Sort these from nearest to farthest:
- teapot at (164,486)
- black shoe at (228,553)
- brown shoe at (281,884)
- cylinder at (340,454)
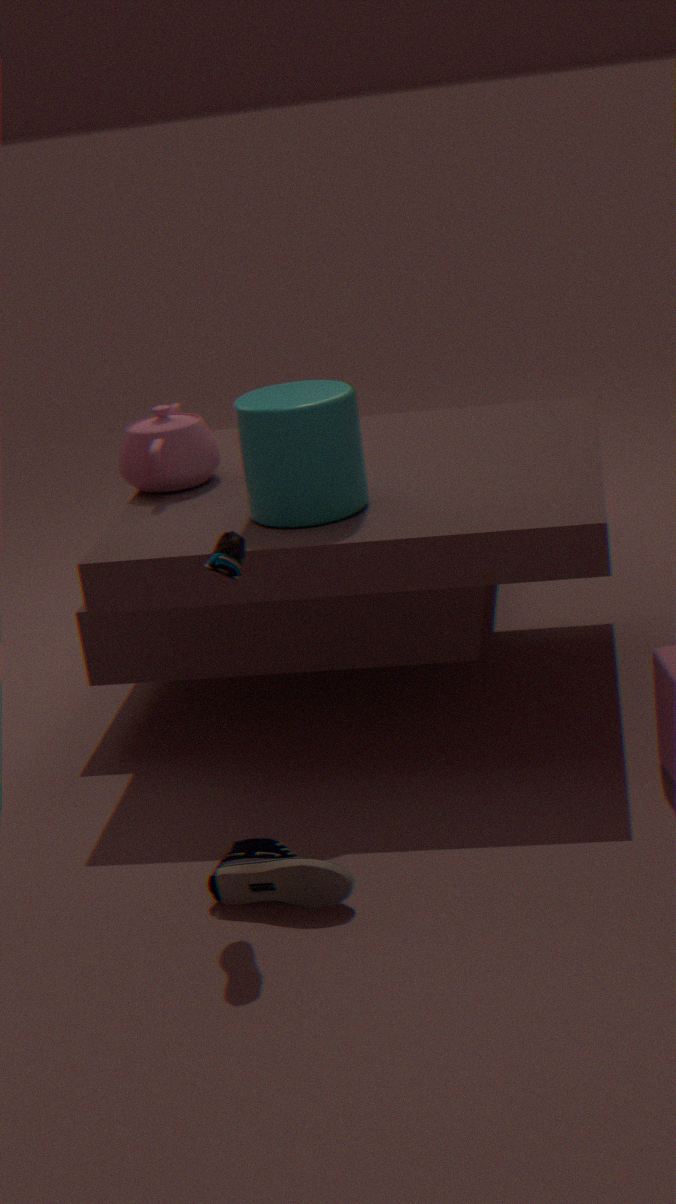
black shoe at (228,553), brown shoe at (281,884), cylinder at (340,454), teapot at (164,486)
